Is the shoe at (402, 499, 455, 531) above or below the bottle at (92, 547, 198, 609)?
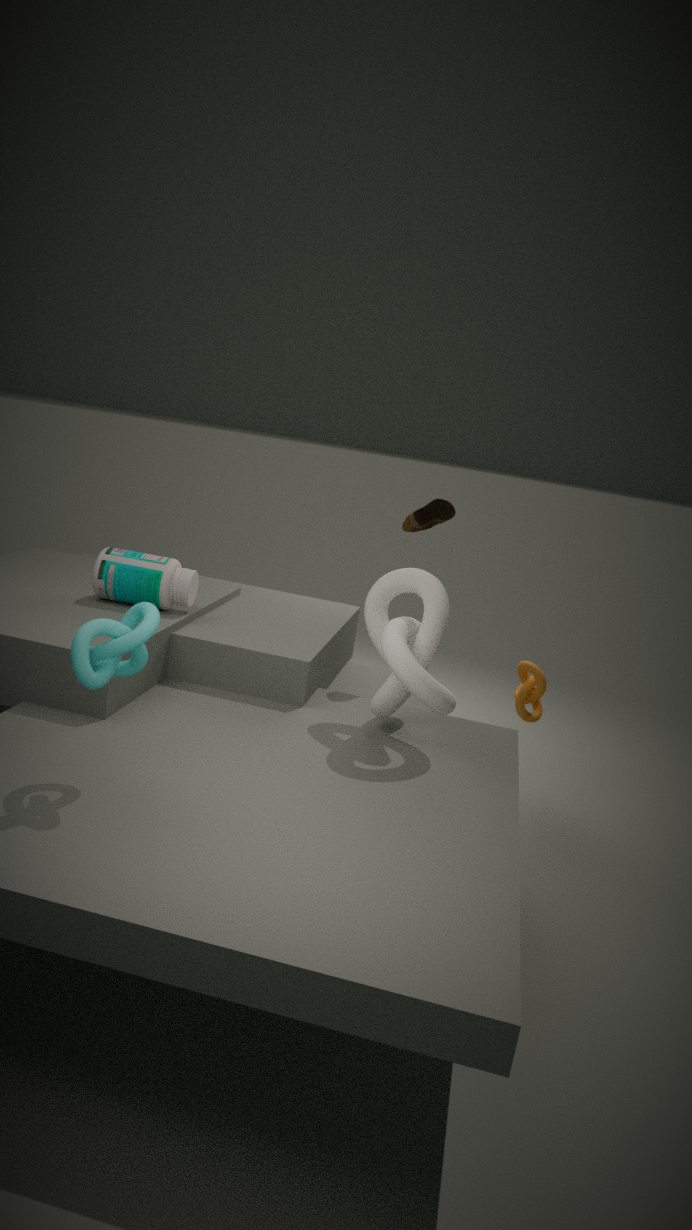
above
